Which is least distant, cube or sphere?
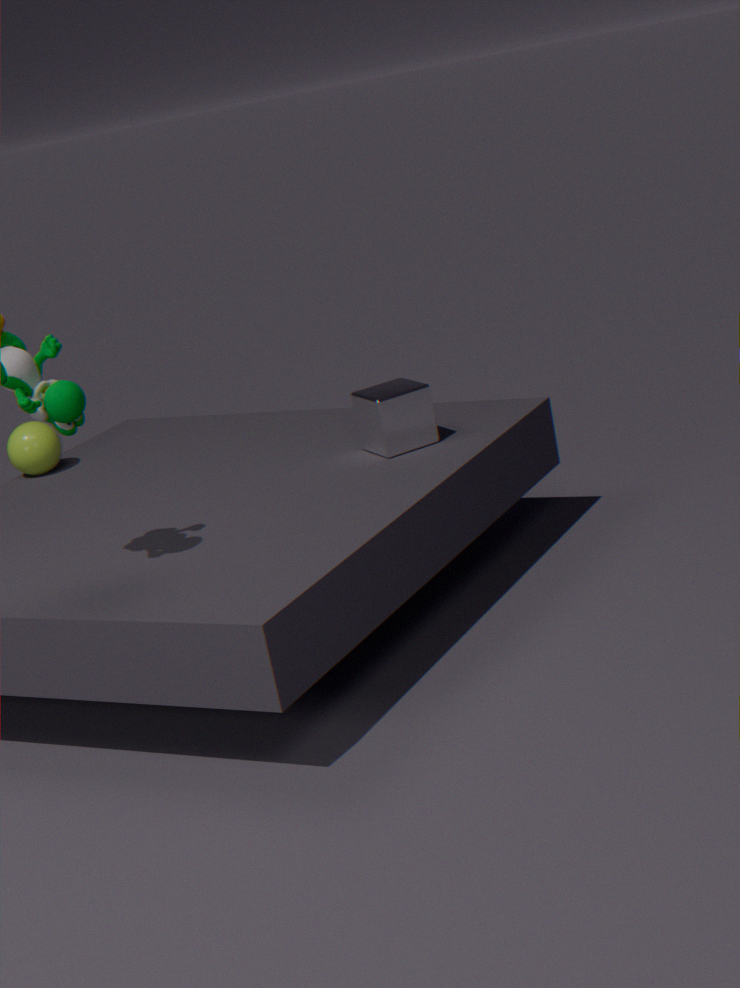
cube
